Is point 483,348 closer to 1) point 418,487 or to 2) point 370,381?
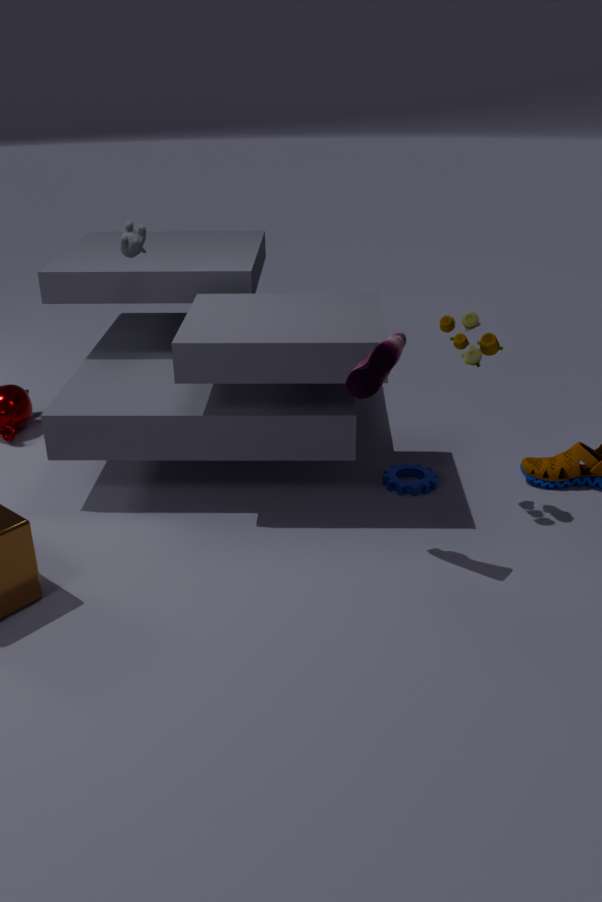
2) point 370,381
